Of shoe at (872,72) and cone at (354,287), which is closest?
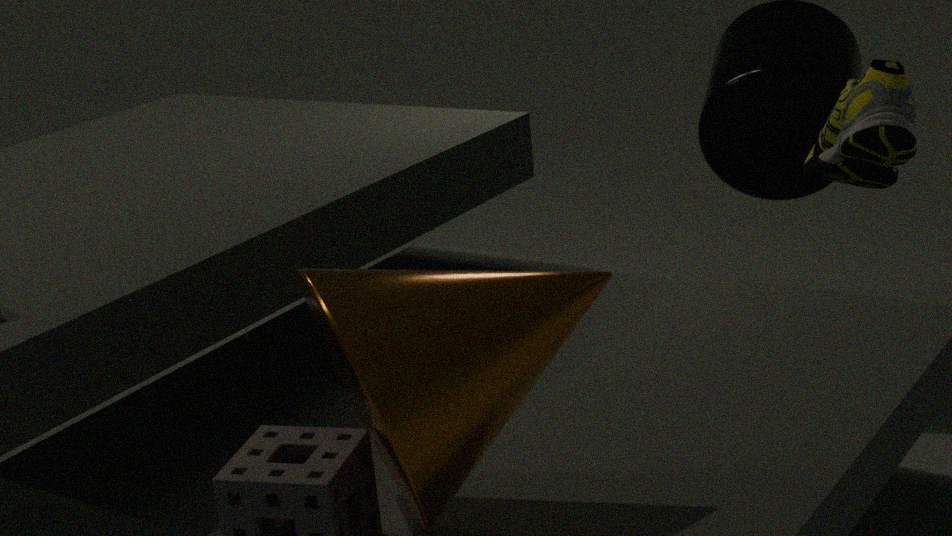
cone at (354,287)
